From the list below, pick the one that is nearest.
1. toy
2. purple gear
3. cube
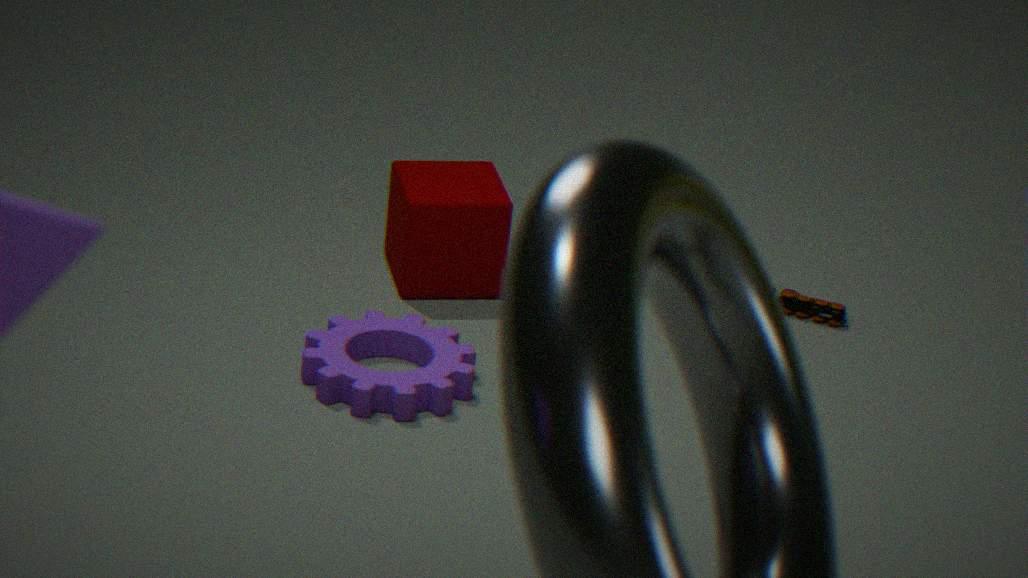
purple gear
